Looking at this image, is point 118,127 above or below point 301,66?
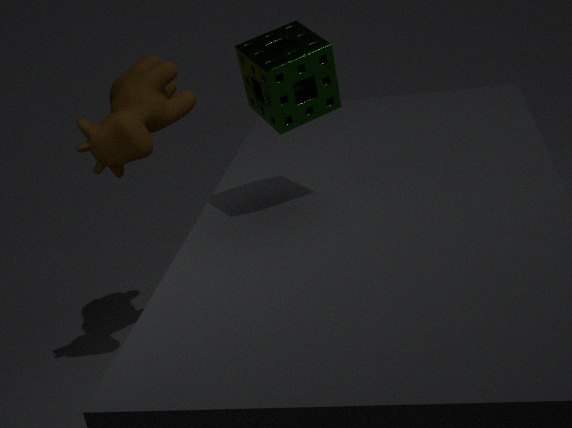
below
